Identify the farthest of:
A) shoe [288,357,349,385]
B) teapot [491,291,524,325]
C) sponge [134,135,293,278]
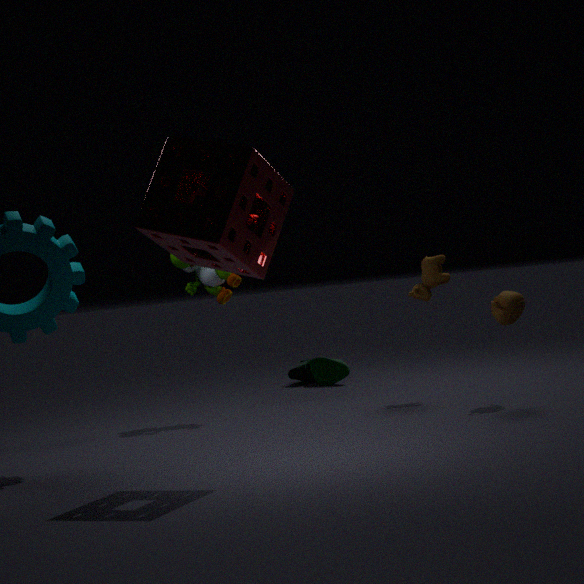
shoe [288,357,349,385]
